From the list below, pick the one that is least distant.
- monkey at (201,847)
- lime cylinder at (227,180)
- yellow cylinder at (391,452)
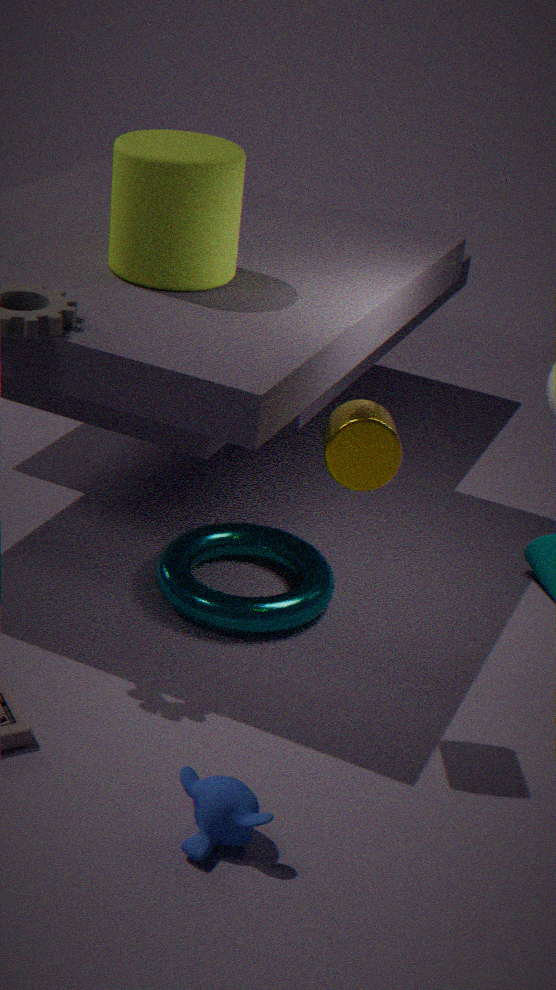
monkey at (201,847)
